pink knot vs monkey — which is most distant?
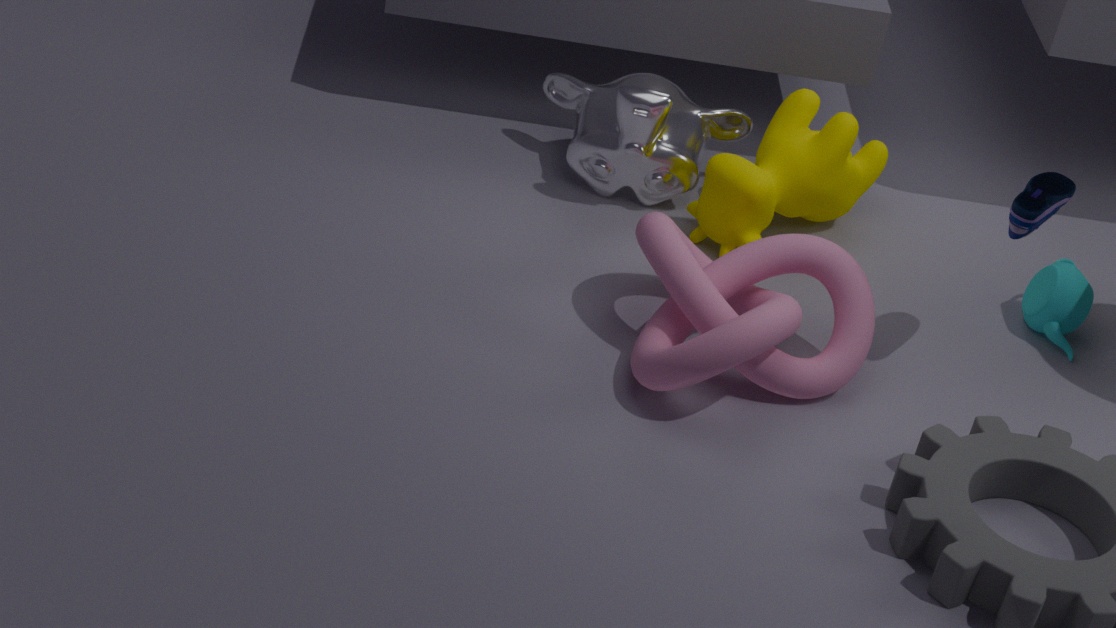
monkey
